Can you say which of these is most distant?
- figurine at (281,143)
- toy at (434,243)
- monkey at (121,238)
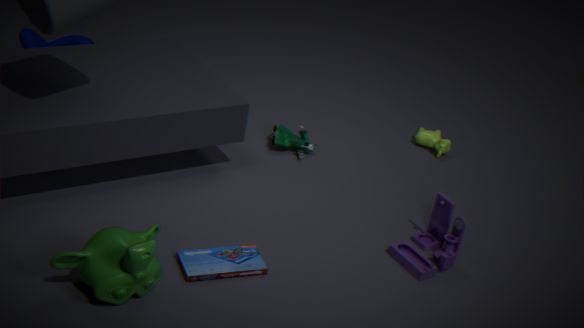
figurine at (281,143)
